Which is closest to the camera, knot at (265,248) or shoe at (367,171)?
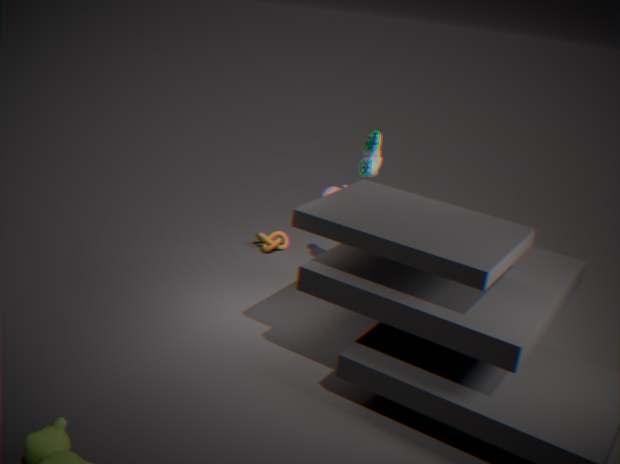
shoe at (367,171)
